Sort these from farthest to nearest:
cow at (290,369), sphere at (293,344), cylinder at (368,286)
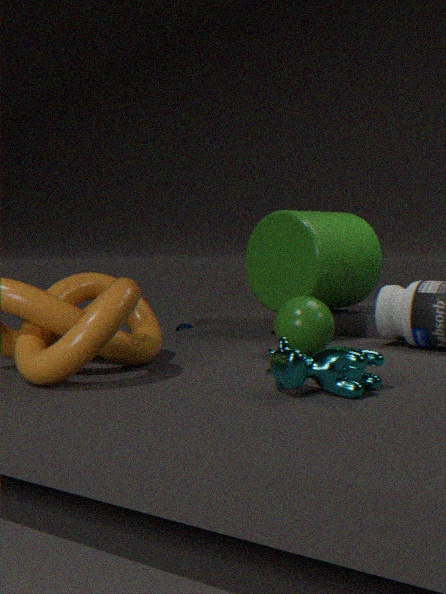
cylinder at (368,286)
sphere at (293,344)
cow at (290,369)
